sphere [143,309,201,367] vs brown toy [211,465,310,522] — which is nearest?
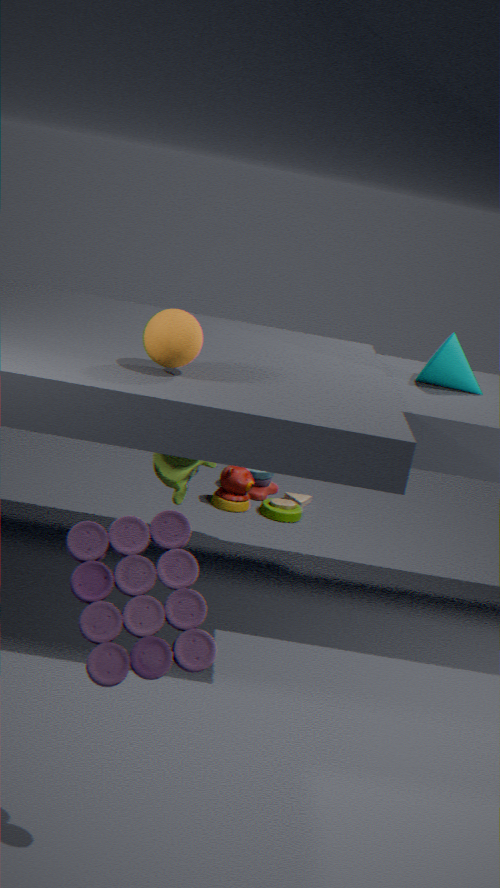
sphere [143,309,201,367]
